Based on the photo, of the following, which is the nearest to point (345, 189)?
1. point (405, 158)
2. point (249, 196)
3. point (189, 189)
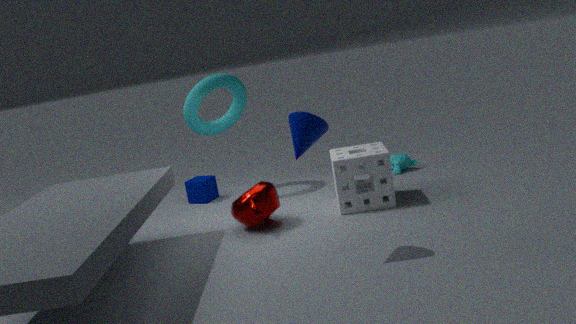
point (249, 196)
